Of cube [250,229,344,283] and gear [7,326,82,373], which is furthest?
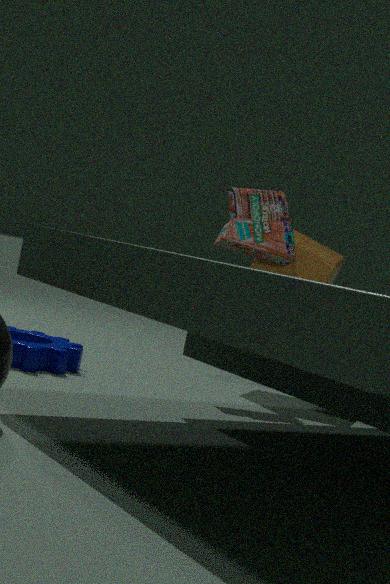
cube [250,229,344,283]
